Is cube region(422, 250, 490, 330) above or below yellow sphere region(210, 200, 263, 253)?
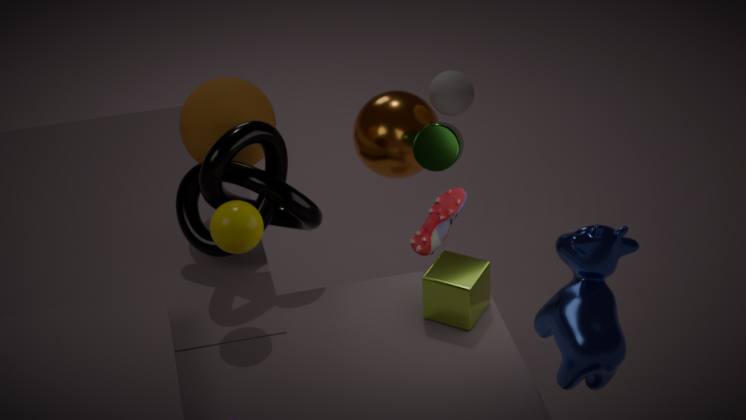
below
